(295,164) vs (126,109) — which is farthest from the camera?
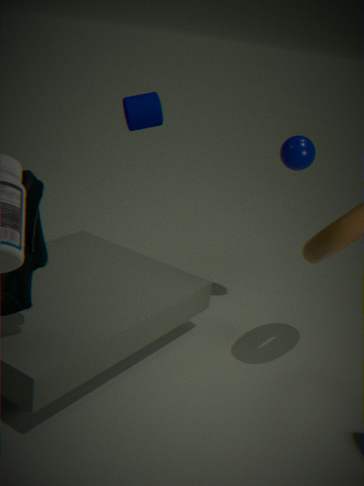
(126,109)
